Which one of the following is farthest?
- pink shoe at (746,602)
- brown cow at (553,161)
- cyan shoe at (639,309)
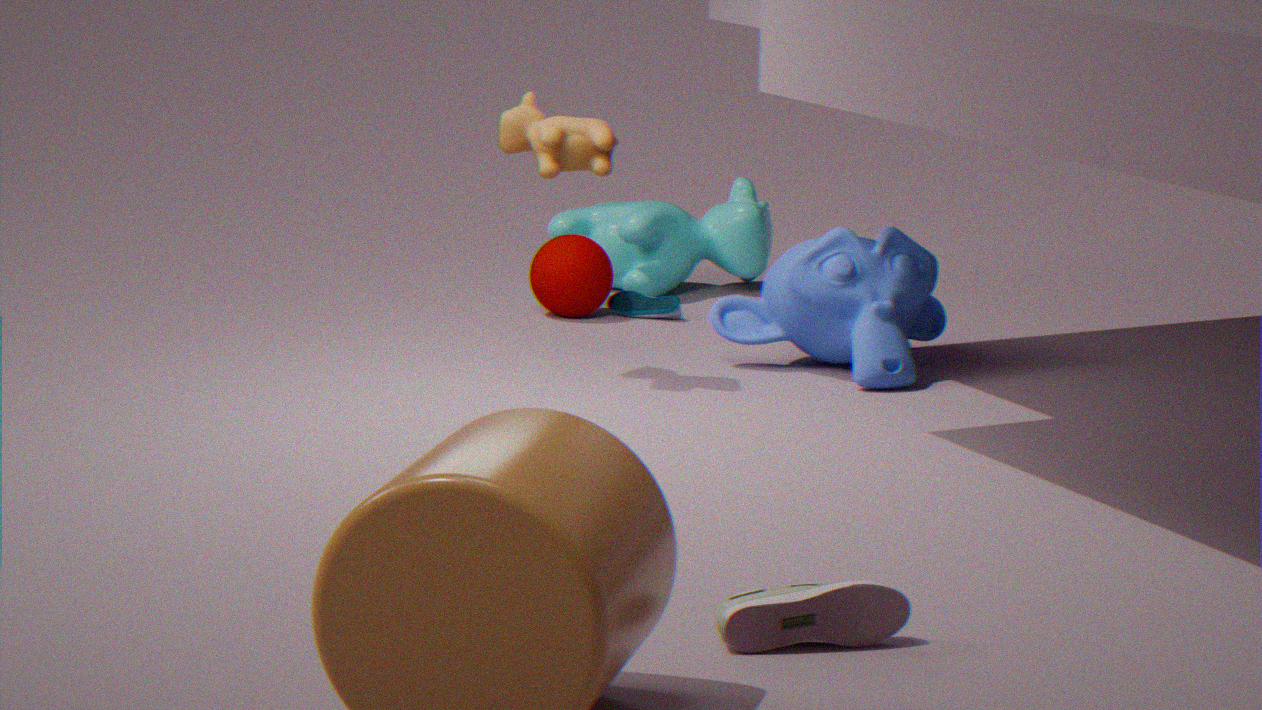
cyan shoe at (639,309)
